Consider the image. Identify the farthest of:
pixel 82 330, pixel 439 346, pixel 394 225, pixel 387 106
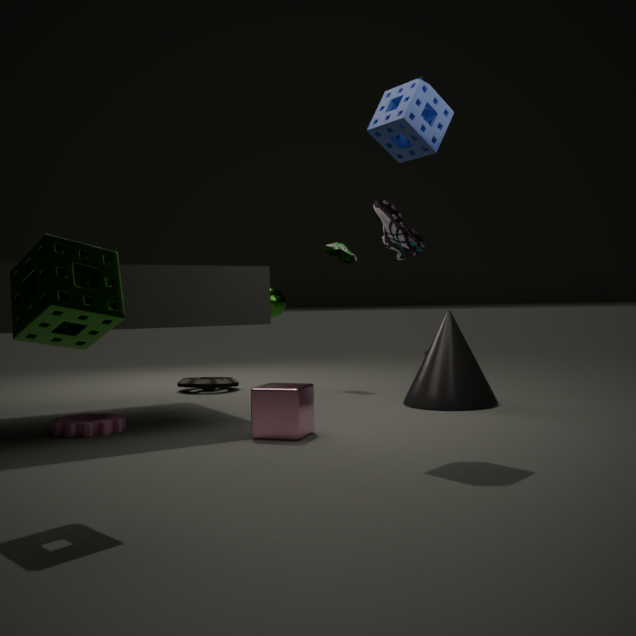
pixel 394 225
